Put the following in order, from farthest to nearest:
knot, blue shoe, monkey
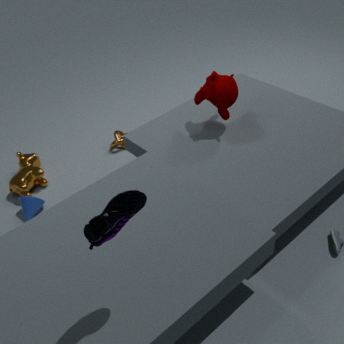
1. knot
2. monkey
3. blue shoe
